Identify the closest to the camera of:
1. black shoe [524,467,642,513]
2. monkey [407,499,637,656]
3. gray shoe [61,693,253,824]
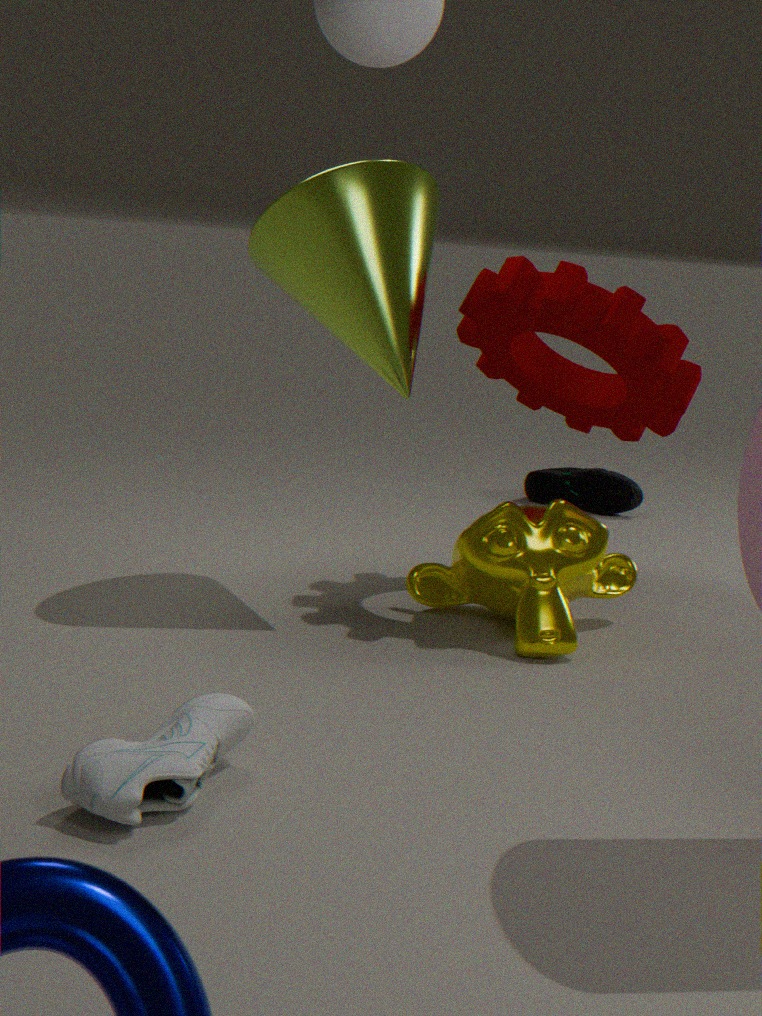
gray shoe [61,693,253,824]
